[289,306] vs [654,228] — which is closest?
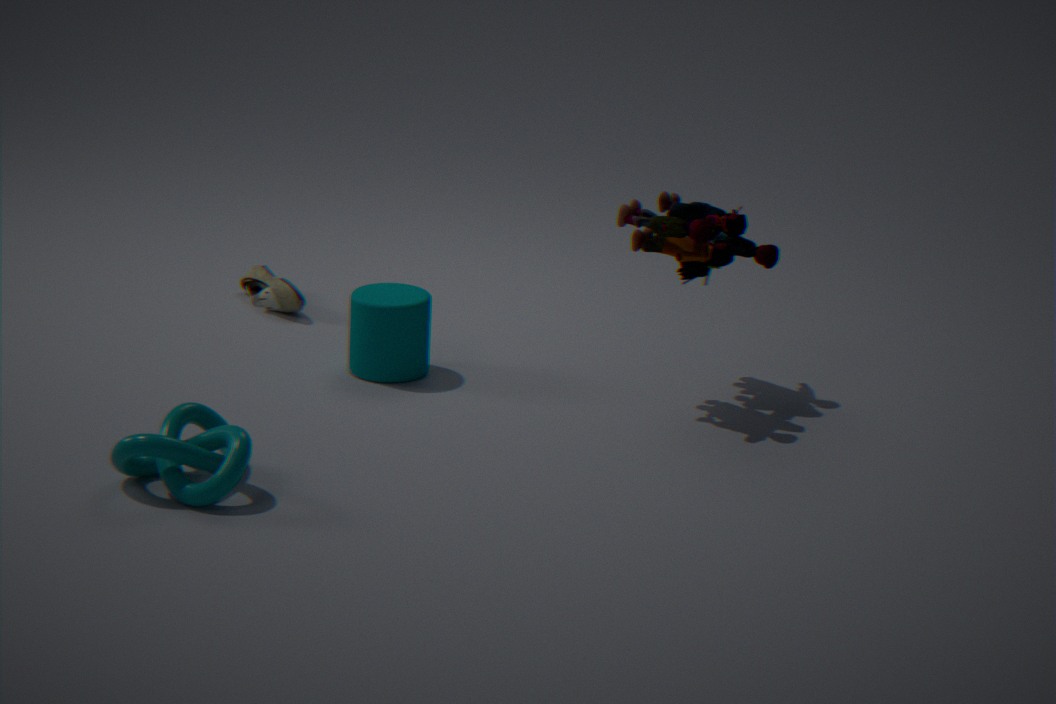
[654,228]
